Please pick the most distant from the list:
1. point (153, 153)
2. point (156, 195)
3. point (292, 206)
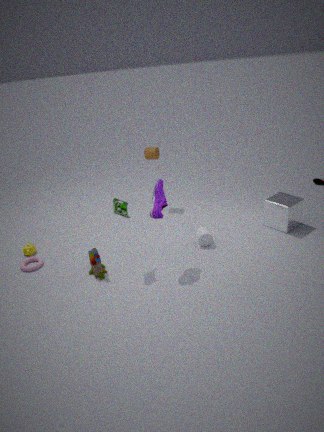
point (153, 153)
